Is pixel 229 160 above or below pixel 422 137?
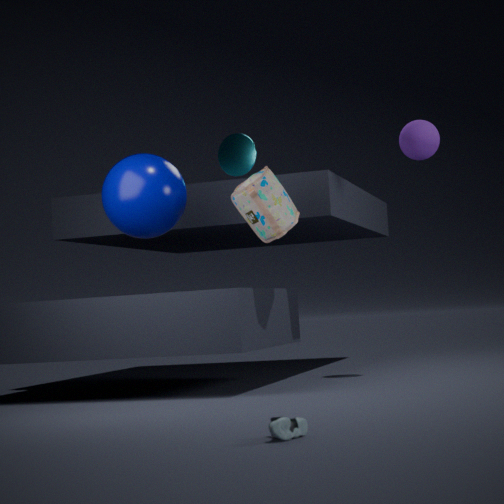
above
